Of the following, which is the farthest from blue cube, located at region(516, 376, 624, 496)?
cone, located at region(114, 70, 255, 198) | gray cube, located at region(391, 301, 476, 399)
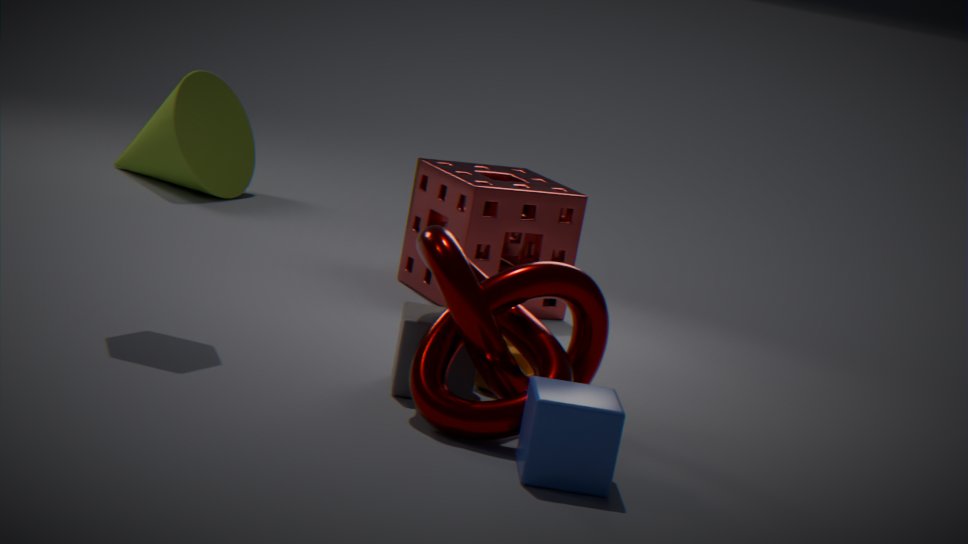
cone, located at region(114, 70, 255, 198)
